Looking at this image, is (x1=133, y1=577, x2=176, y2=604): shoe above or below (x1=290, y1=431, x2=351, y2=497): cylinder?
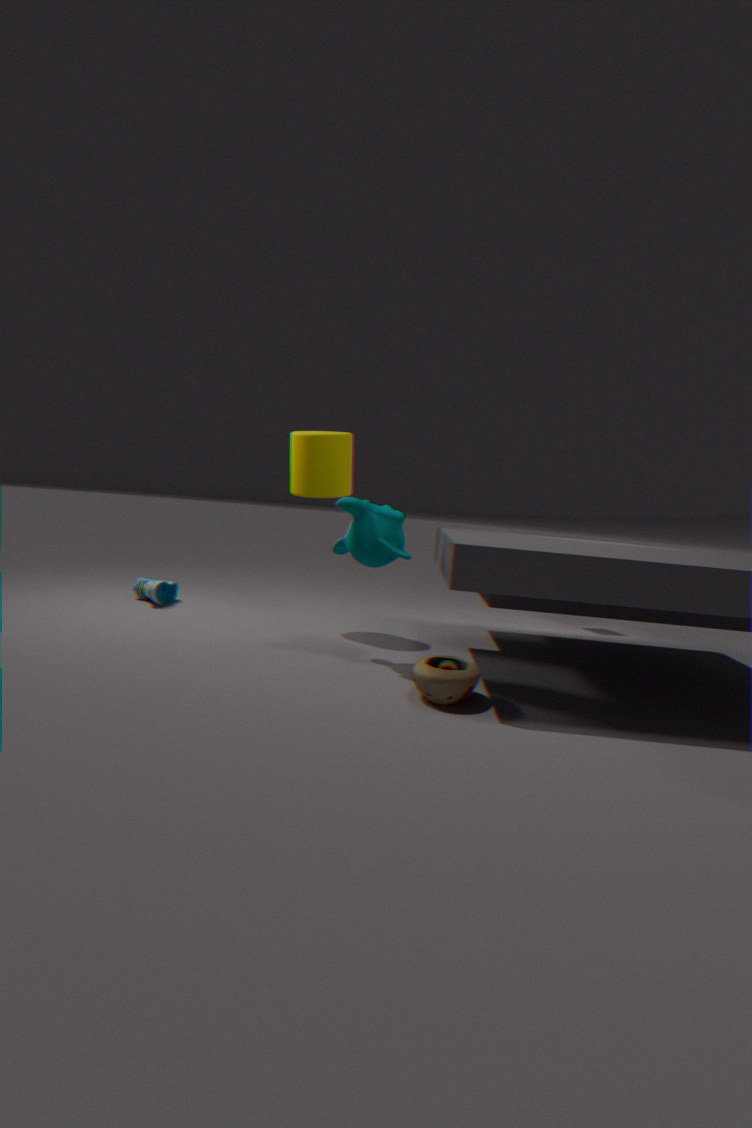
below
